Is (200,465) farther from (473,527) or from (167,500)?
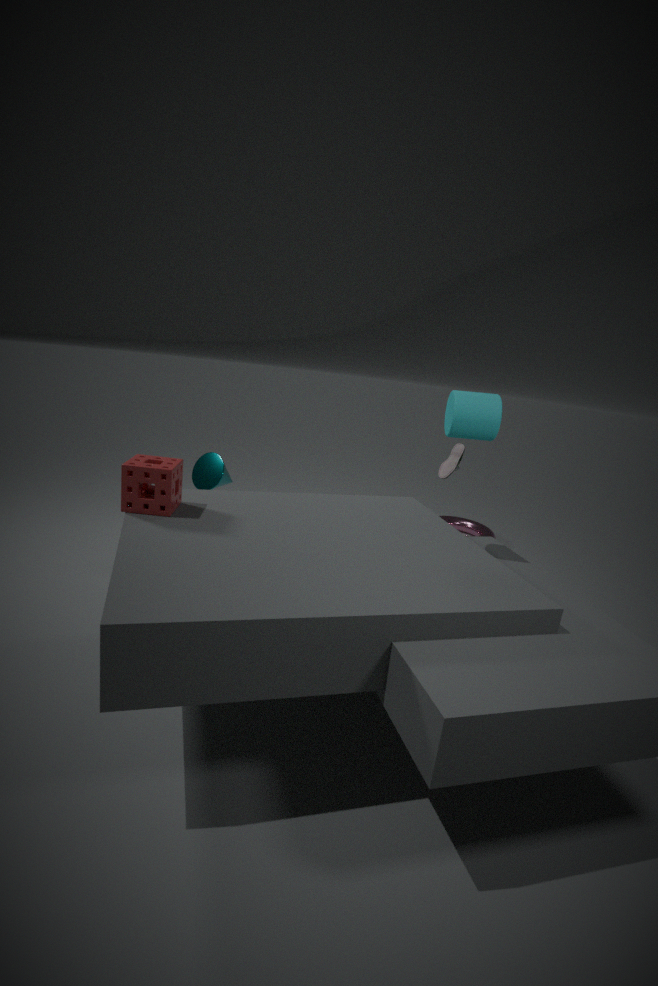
(473,527)
